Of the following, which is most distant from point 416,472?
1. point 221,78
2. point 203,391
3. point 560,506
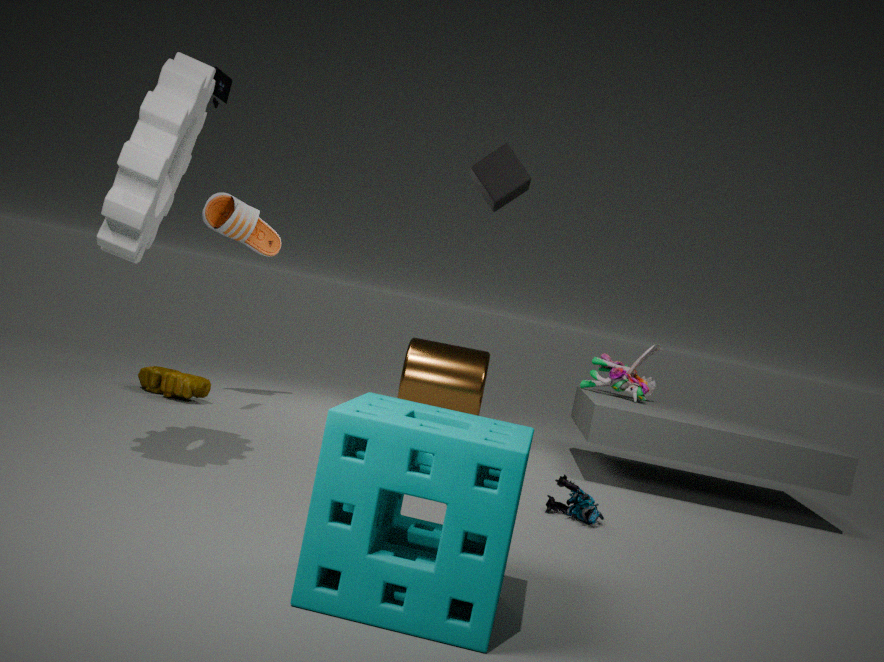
point 203,391
